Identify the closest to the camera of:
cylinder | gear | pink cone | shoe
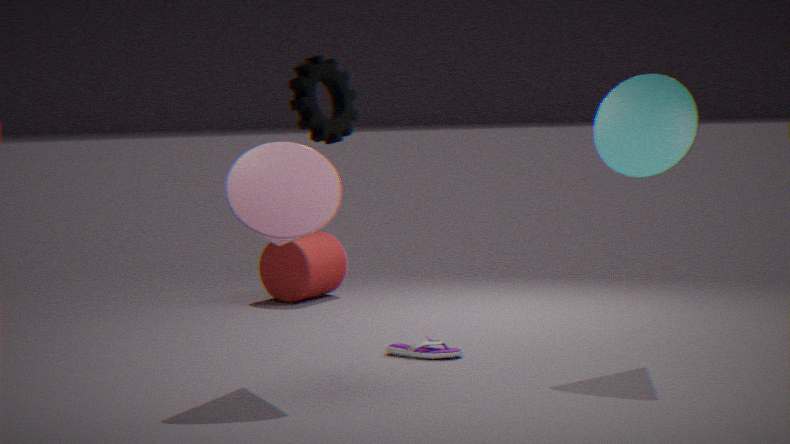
gear
